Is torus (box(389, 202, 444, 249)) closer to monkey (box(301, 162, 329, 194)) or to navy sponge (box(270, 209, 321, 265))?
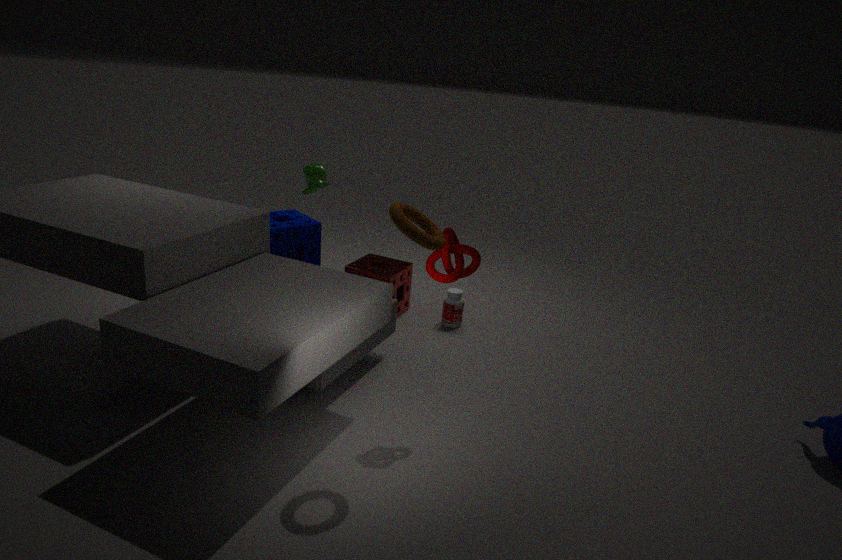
monkey (box(301, 162, 329, 194))
